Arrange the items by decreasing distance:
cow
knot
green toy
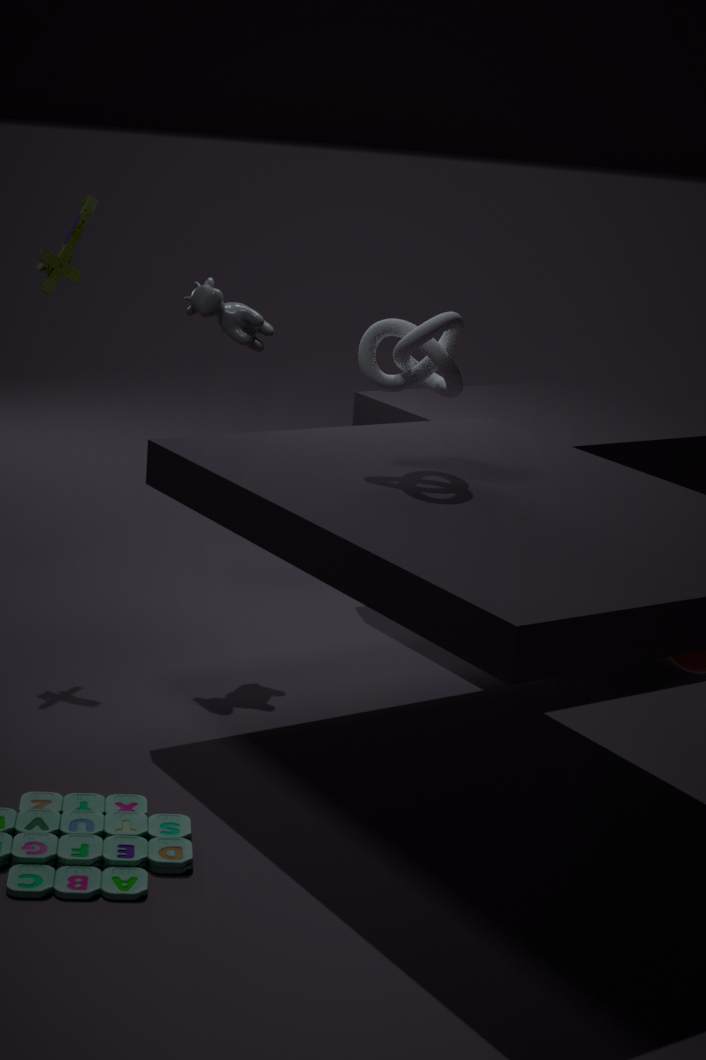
cow < green toy < knot
